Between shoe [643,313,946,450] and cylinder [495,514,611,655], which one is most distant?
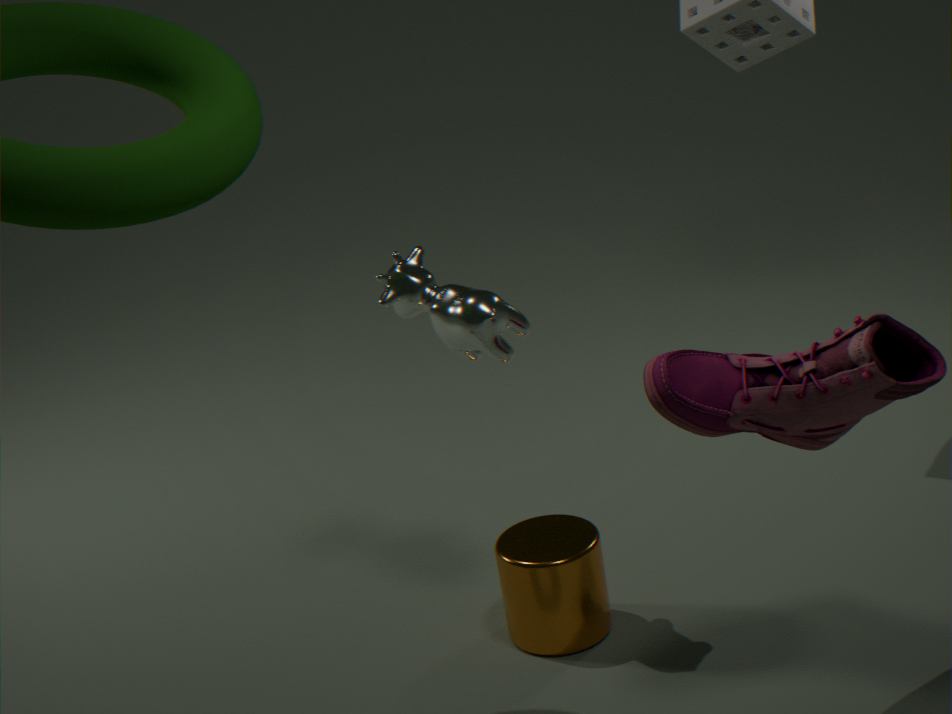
cylinder [495,514,611,655]
